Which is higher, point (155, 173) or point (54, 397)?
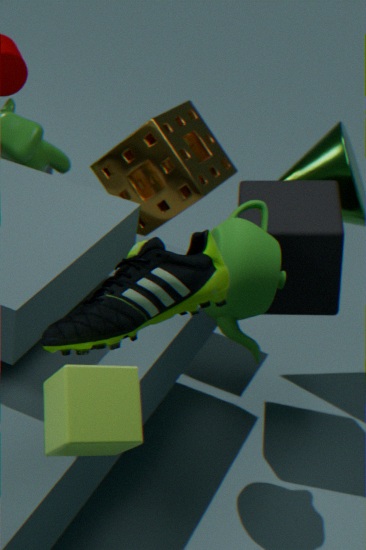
point (54, 397)
